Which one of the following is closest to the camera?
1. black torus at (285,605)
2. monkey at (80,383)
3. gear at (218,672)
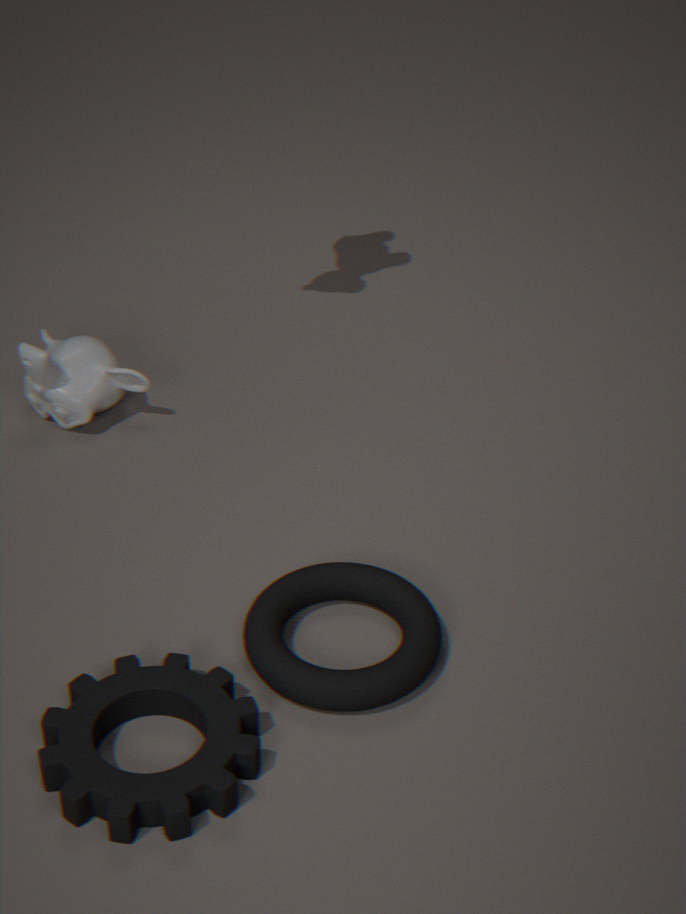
gear at (218,672)
